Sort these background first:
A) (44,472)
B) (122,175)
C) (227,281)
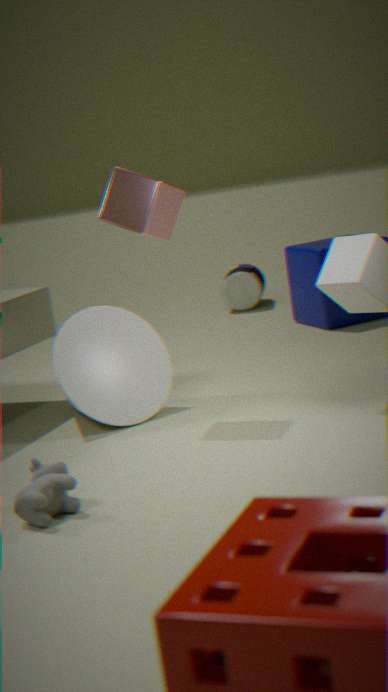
(227,281), (122,175), (44,472)
